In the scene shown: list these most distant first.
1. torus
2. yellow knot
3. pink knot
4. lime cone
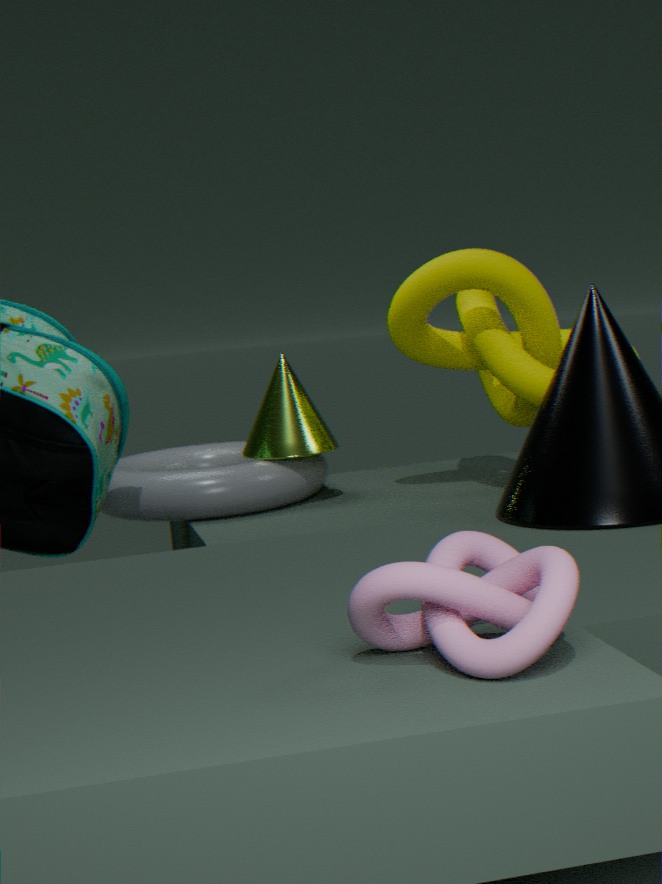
lime cone
torus
yellow knot
pink knot
